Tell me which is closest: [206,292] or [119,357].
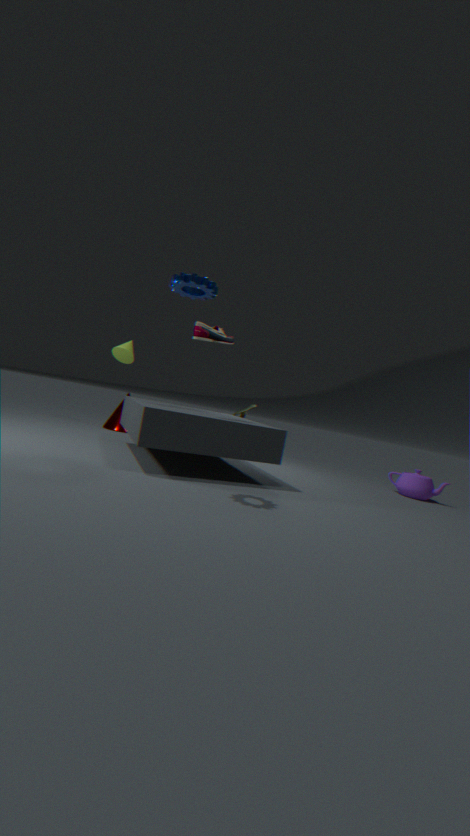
[206,292]
